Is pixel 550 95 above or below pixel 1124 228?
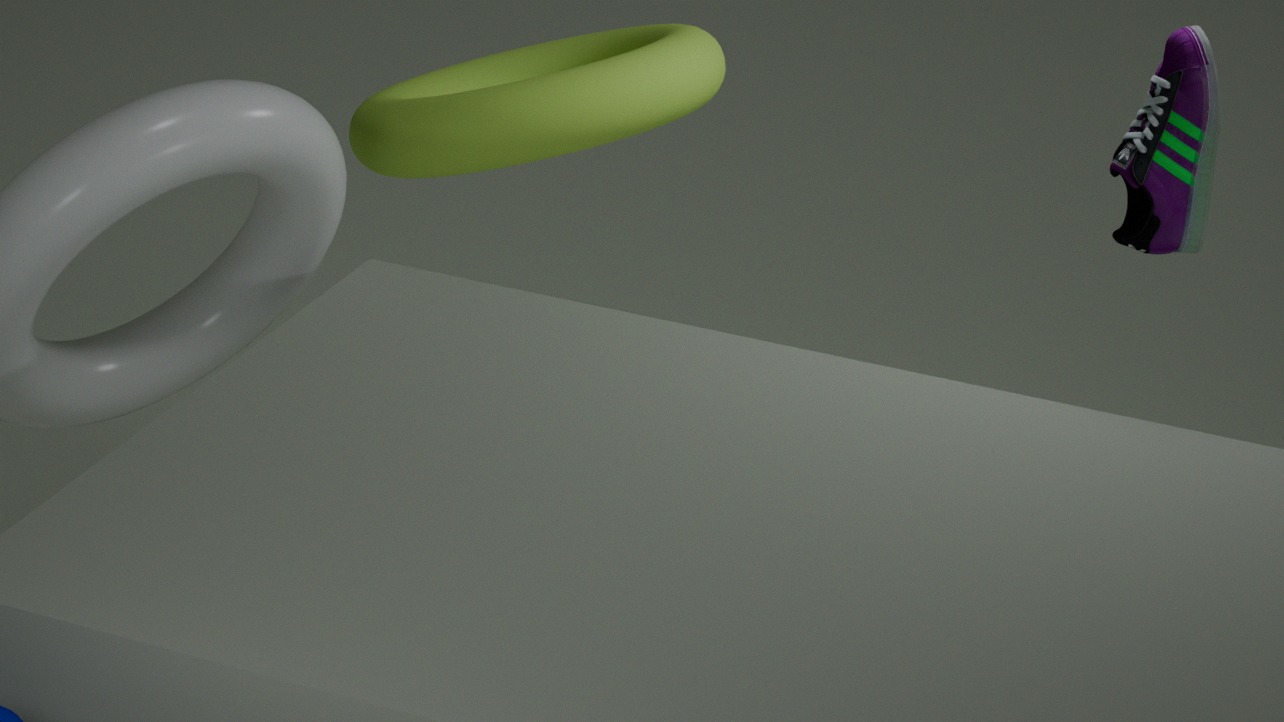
below
